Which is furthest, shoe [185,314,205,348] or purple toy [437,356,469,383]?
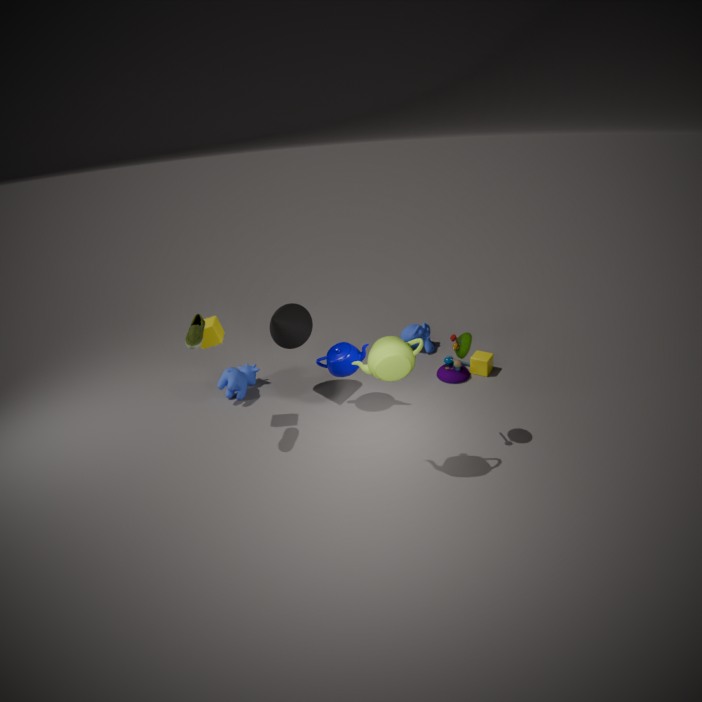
purple toy [437,356,469,383]
